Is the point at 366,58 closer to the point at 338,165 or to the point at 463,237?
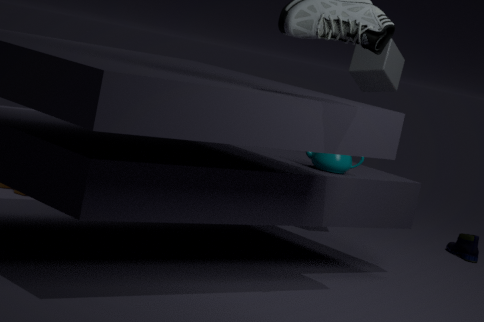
the point at 338,165
